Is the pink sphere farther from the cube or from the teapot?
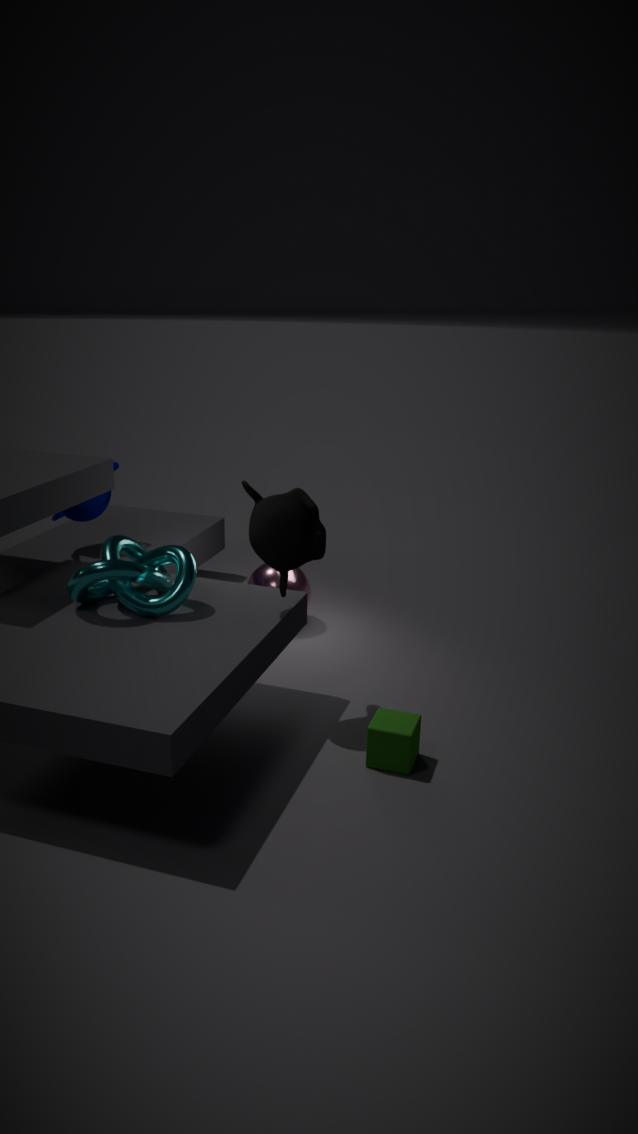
the cube
